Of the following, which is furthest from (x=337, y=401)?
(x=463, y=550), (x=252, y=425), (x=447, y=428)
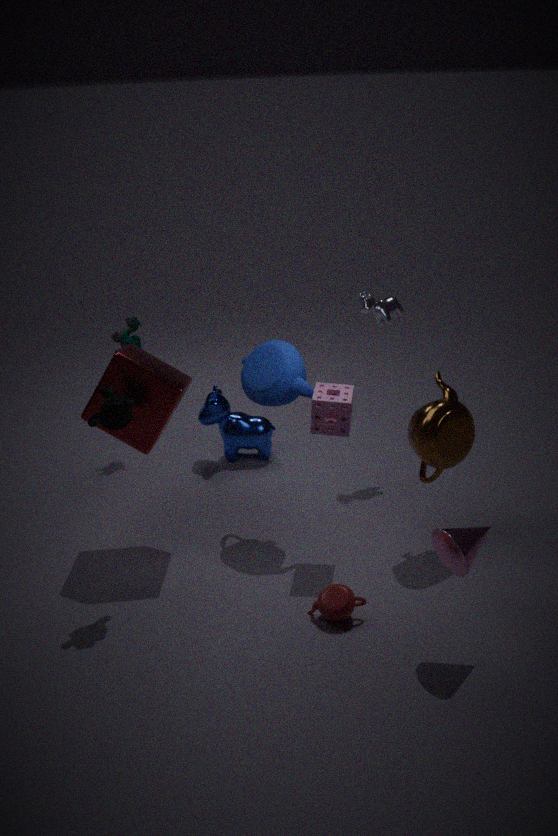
(x=252, y=425)
